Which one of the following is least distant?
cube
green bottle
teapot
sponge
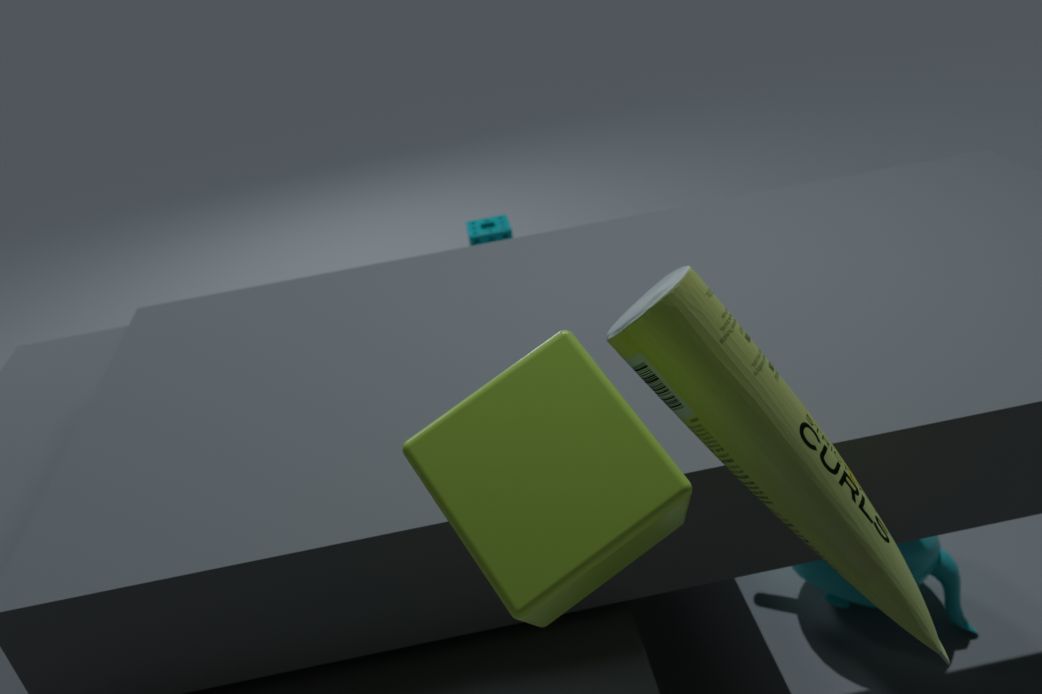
cube
